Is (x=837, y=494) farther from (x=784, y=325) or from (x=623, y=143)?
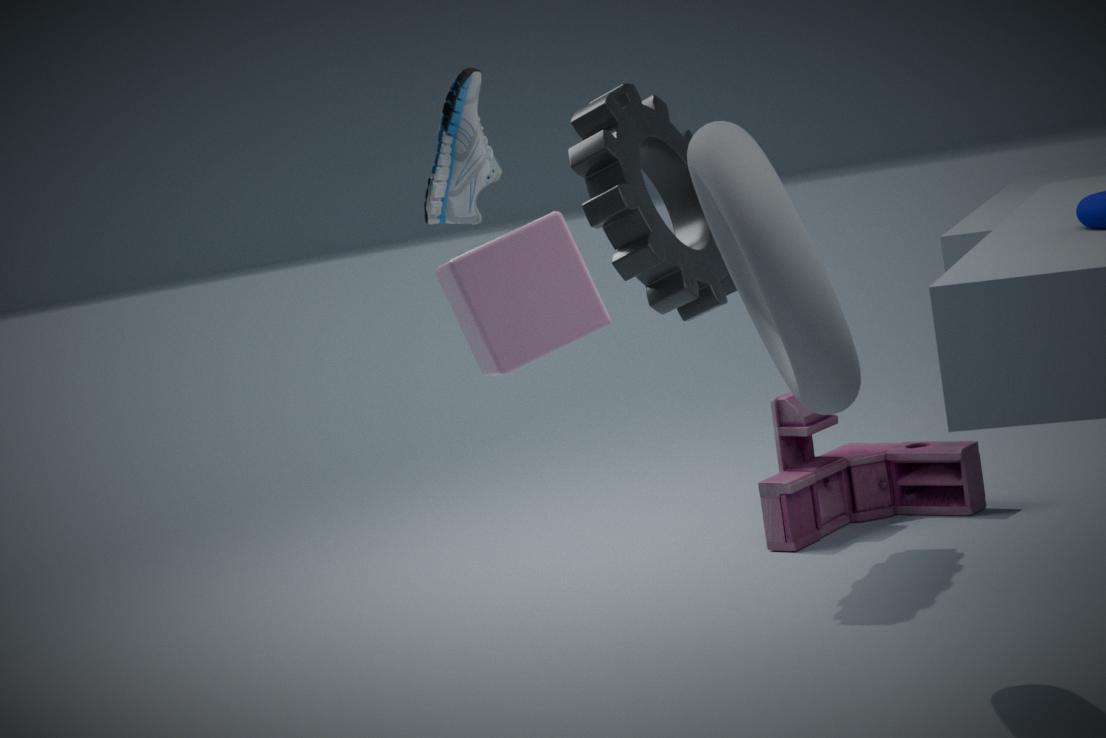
(x=784, y=325)
